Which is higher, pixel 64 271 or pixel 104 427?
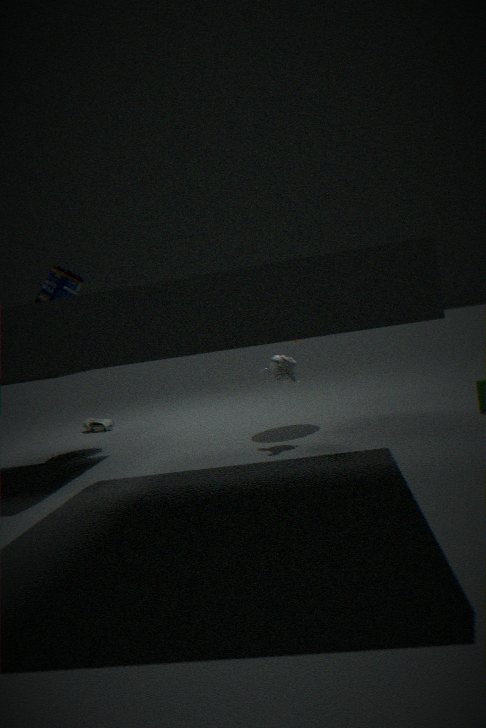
pixel 64 271
